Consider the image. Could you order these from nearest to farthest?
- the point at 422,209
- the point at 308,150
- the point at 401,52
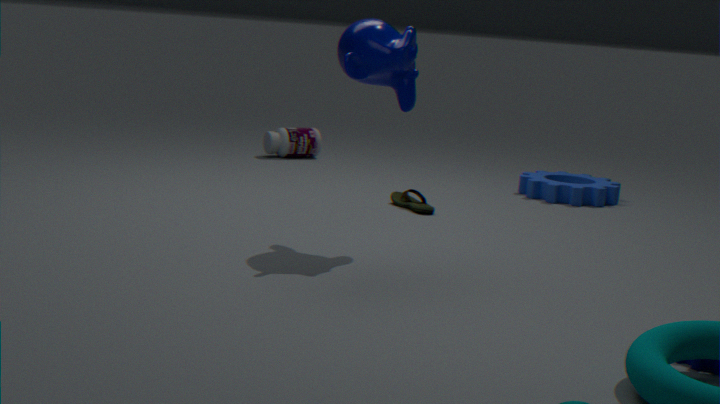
1. the point at 401,52
2. the point at 422,209
3. the point at 308,150
